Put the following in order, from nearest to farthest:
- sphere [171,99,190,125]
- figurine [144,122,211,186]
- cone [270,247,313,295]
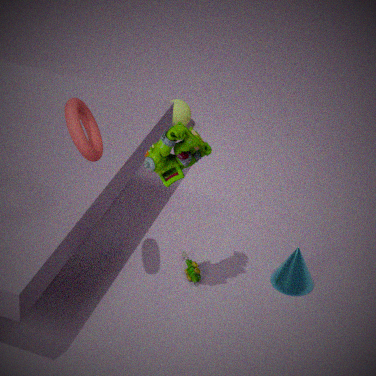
figurine [144,122,211,186] → cone [270,247,313,295] → sphere [171,99,190,125]
